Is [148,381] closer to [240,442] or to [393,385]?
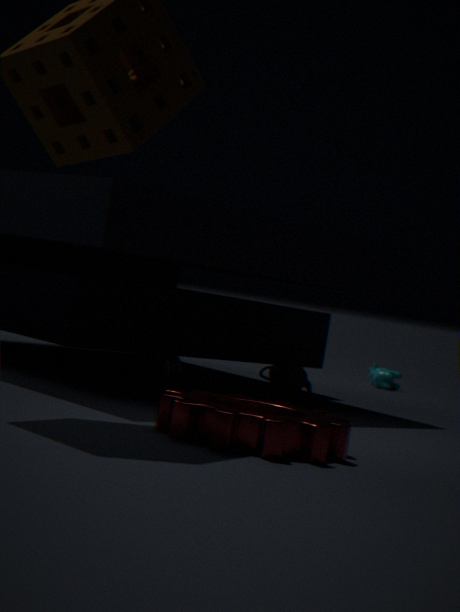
[240,442]
